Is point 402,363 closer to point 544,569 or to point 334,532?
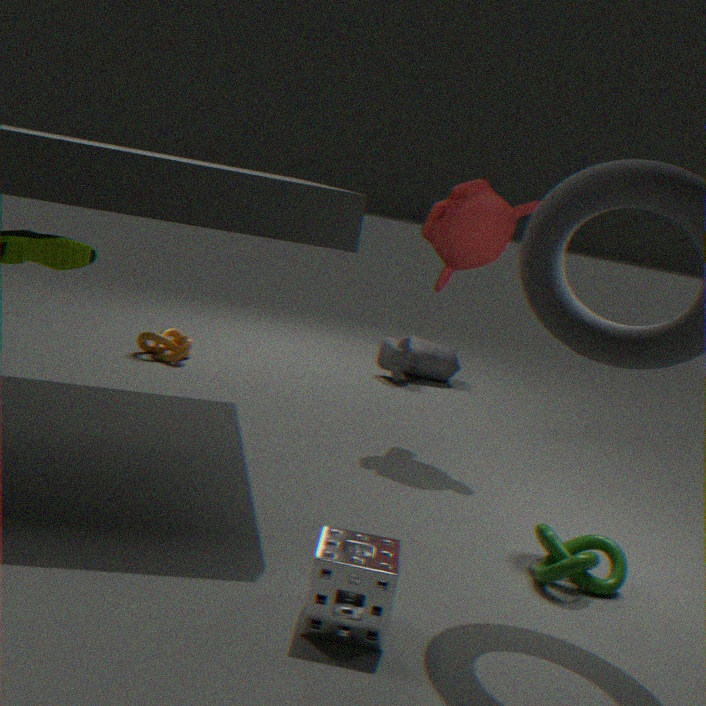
point 544,569
